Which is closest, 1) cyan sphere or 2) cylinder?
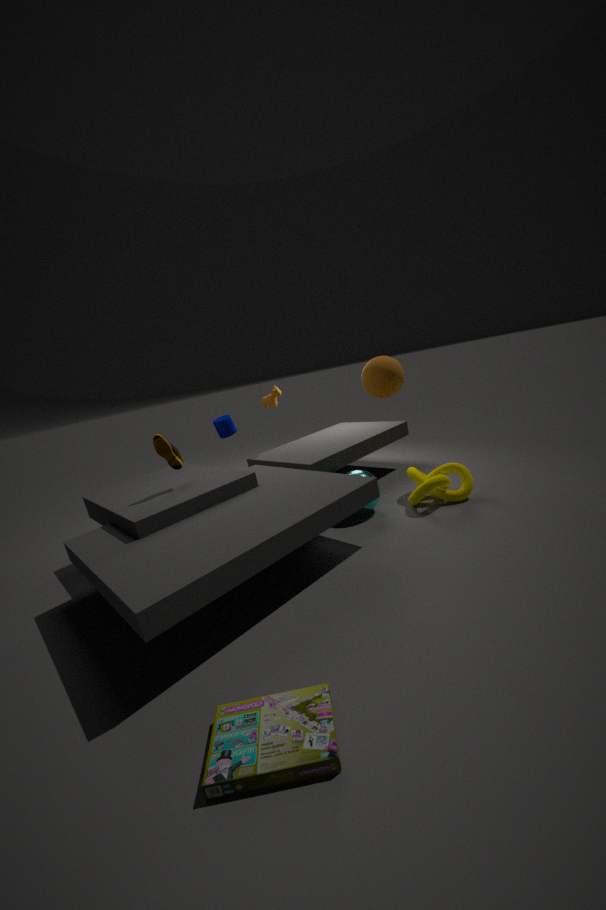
1. cyan sphere
